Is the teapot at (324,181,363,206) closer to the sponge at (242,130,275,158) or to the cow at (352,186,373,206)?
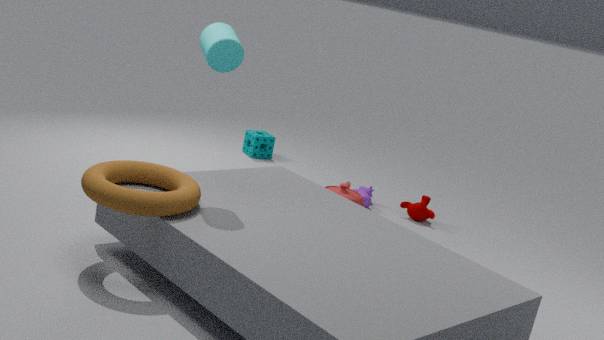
the cow at (352,186,373,206)
